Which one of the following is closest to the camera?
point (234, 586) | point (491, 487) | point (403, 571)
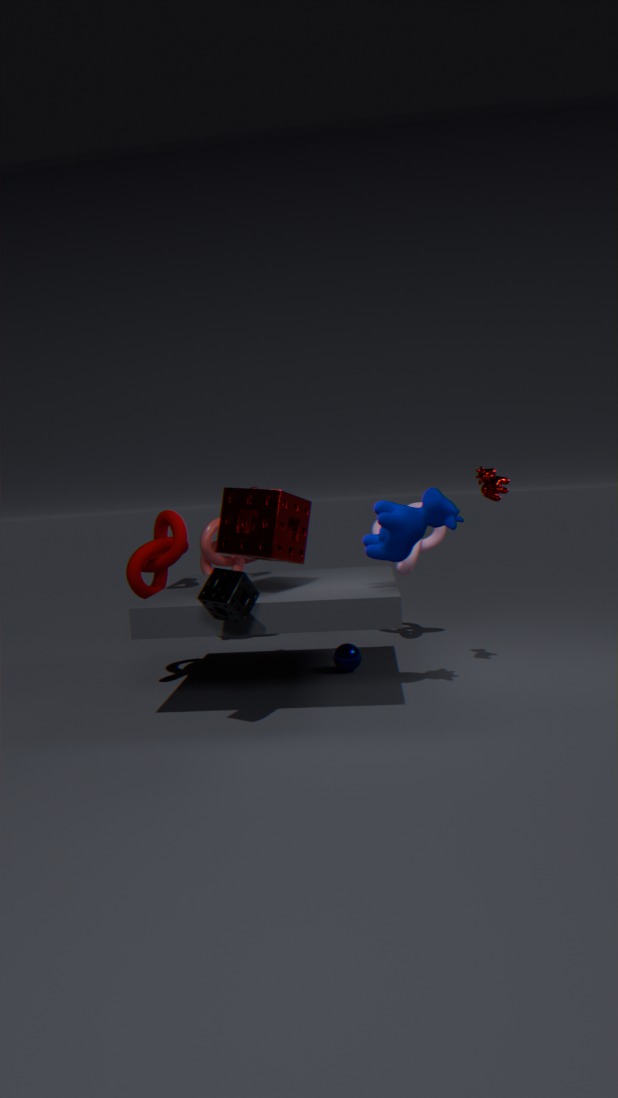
point (234, 586)
